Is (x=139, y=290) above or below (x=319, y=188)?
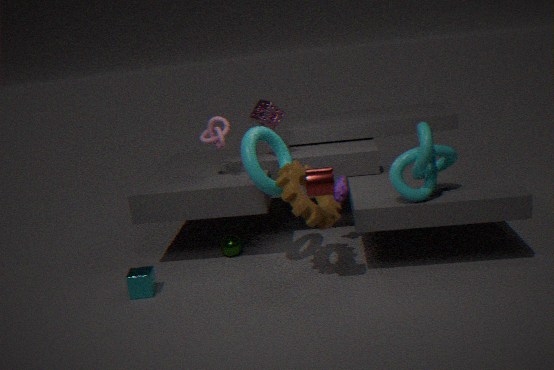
below
